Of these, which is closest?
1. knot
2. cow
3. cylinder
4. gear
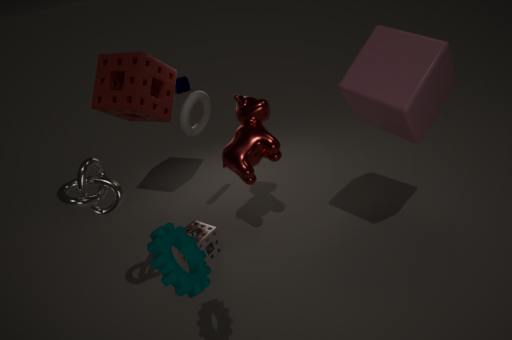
gear
